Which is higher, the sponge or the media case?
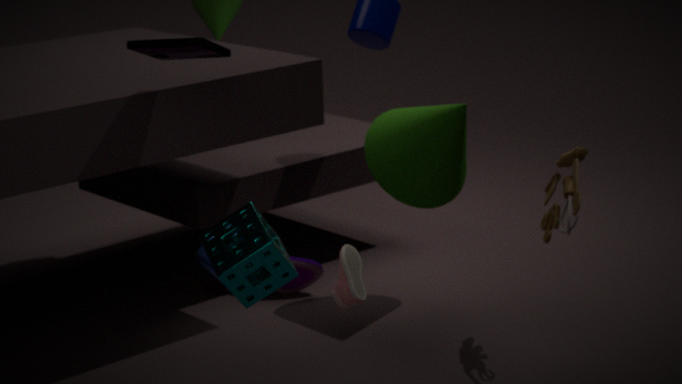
the media case
